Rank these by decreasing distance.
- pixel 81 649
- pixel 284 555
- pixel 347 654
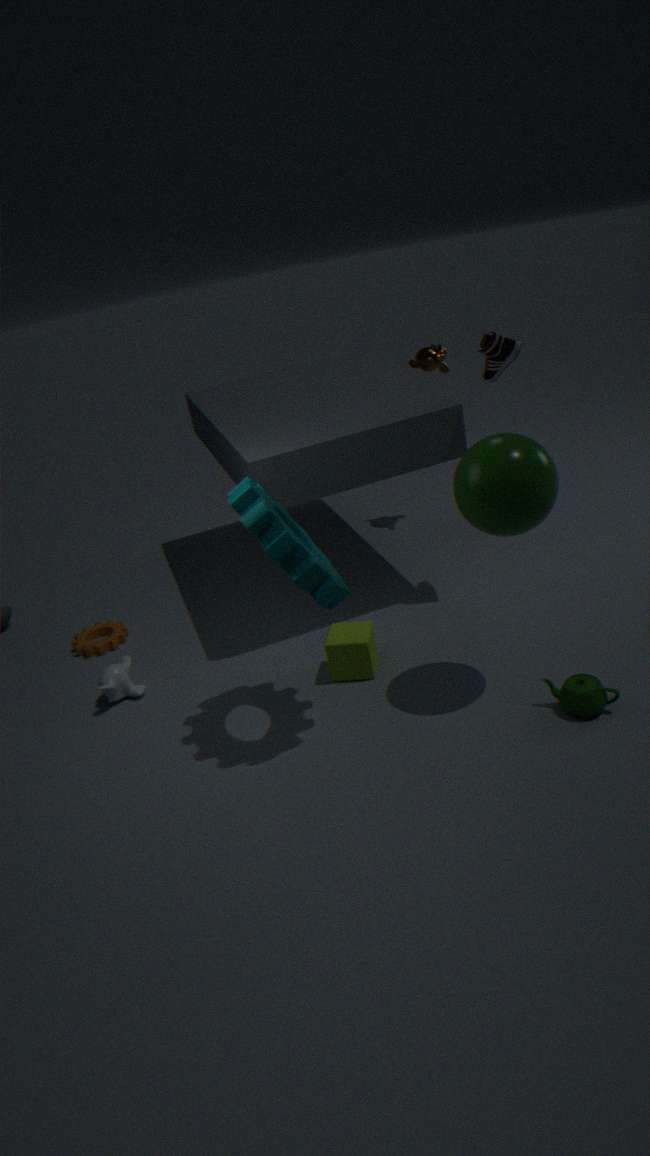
pixel 81 649 < pixel 347 654 < pixel 284 555
